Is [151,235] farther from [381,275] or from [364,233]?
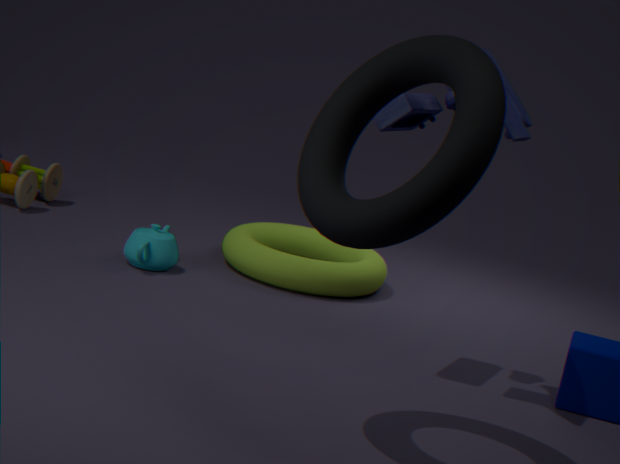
[364,233]
